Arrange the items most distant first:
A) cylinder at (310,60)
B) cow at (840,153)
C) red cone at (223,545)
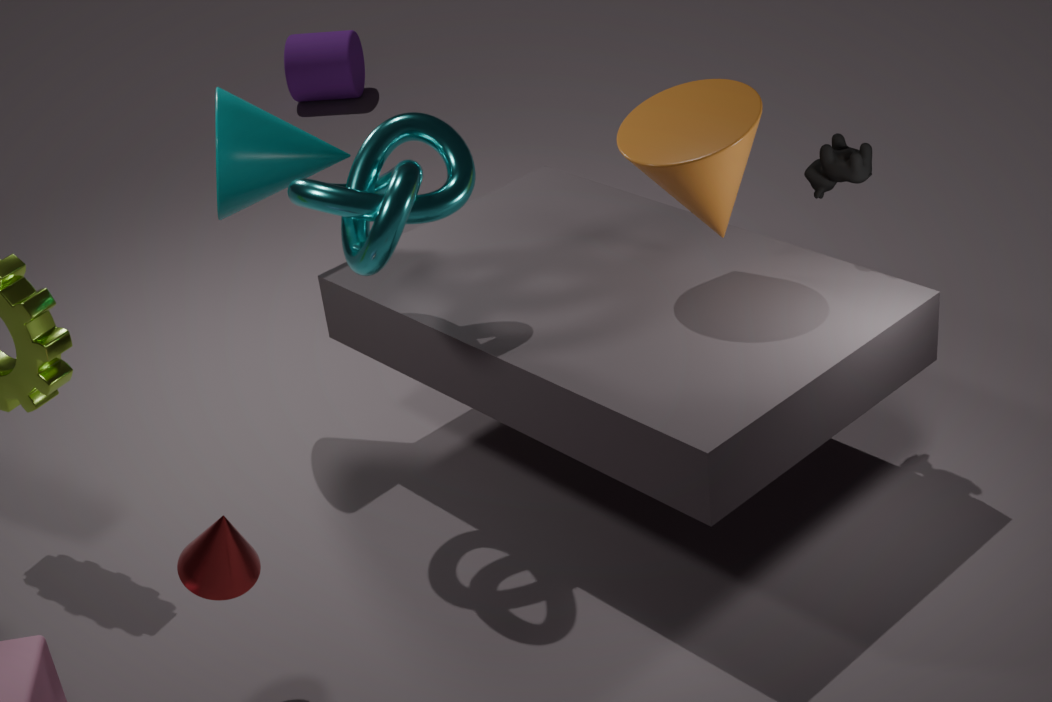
cylinder at (310,60)
cow at (840,153)
red cone at (223,545)
